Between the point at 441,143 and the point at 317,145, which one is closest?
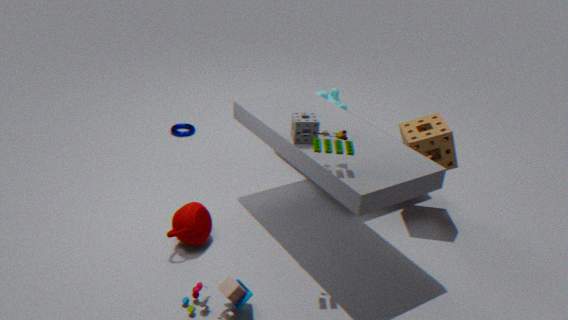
the point at 317,145
